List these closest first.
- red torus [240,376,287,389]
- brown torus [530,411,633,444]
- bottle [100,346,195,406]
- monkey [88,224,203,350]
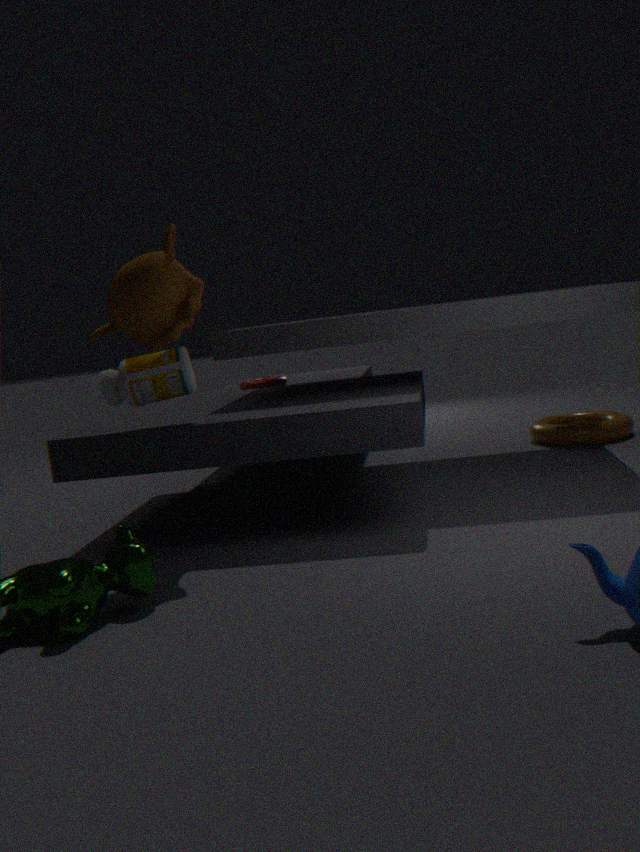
monkey [88,224,203,350] → bottle [100,346,195,406] → brown torus [530,411,633,444] → red torus [240,376,287,389]
